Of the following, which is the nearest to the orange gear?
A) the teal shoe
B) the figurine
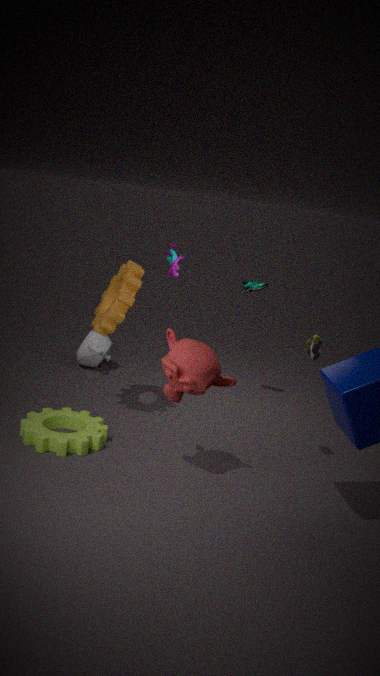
the figurine
